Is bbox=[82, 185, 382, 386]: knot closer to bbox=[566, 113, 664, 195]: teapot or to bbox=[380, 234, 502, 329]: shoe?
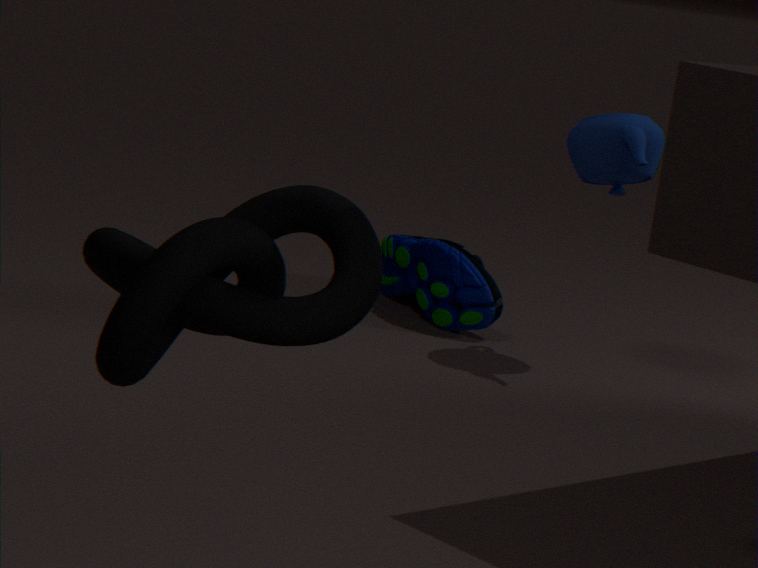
bbox=[566, 113, 664, 195]: teapot
